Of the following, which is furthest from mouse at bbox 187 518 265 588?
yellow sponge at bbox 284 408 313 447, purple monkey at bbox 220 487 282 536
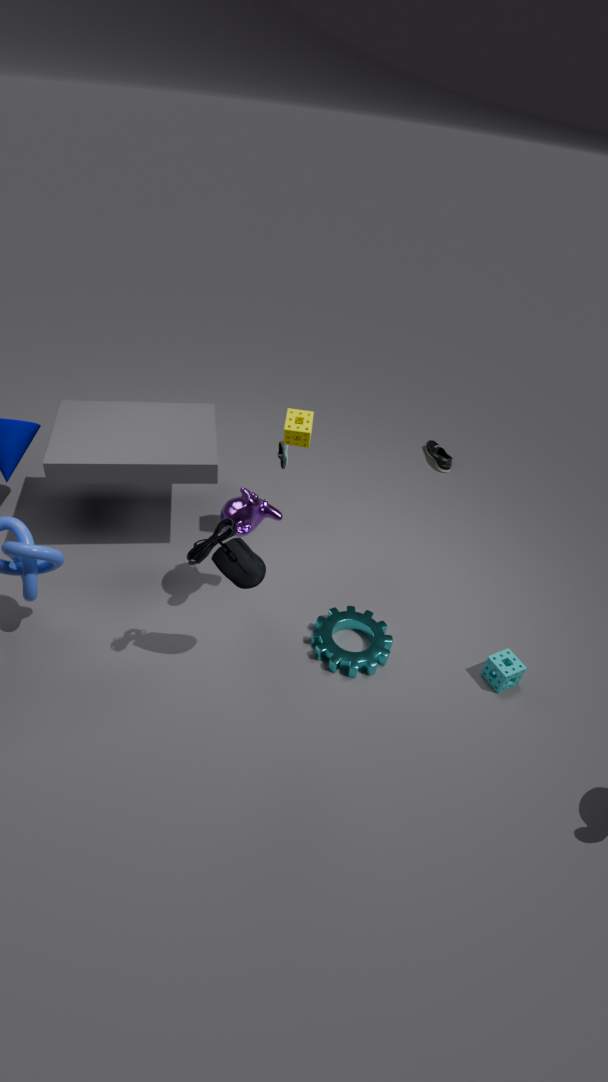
yellow sponge at bbox 284 408 313 447
